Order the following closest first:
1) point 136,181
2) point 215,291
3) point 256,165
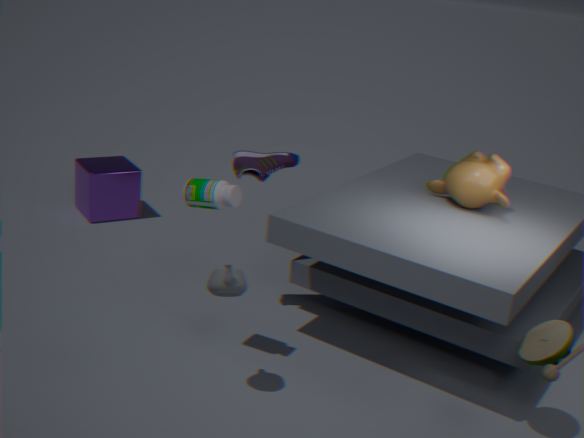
2. point 215,291 < 3. point 256,165 < 1. point 136,181
